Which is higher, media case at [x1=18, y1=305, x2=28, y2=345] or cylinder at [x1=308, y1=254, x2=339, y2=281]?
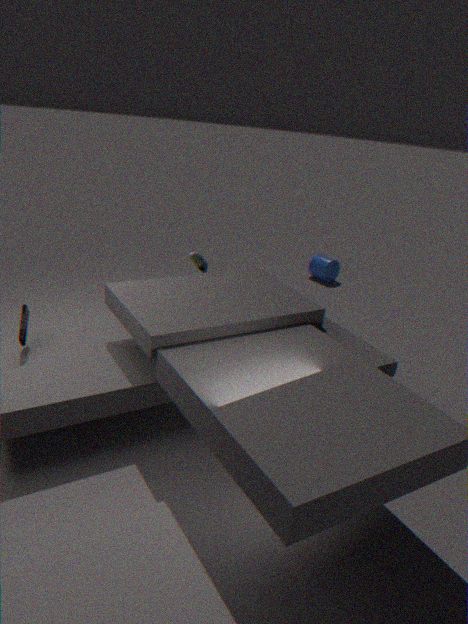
media case at [x1=18, y1=305, x2=28, y2=345]
